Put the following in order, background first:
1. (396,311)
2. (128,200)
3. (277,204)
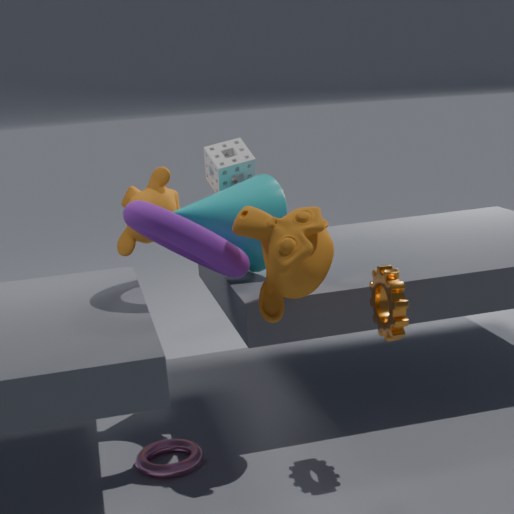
(128,200)
(277,204)
(396,311)
